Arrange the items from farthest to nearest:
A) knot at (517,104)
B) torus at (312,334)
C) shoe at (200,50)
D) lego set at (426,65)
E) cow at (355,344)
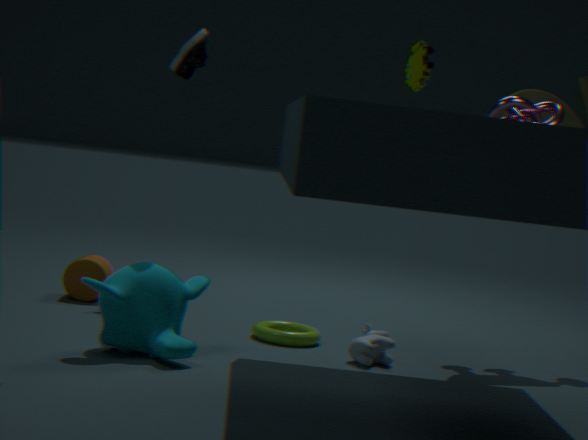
torus at (312,334)
cow at (355,344)
shoe at (200,50)
knot at (517,104)
lego set at (426,65)
